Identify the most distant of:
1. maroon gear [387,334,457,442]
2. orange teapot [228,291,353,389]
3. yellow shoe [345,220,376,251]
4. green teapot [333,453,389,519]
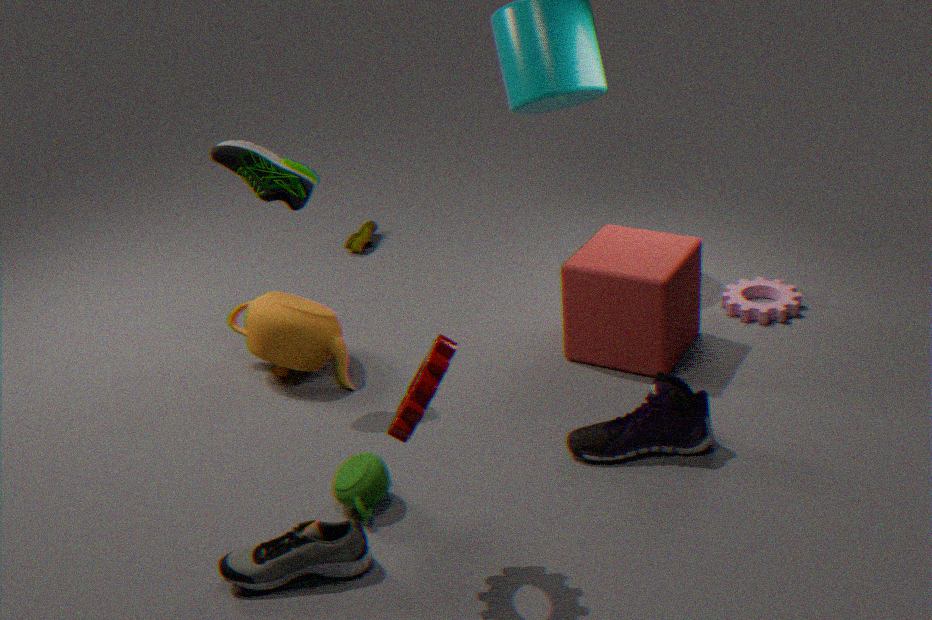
yellow shoe [345,220,376,251]
